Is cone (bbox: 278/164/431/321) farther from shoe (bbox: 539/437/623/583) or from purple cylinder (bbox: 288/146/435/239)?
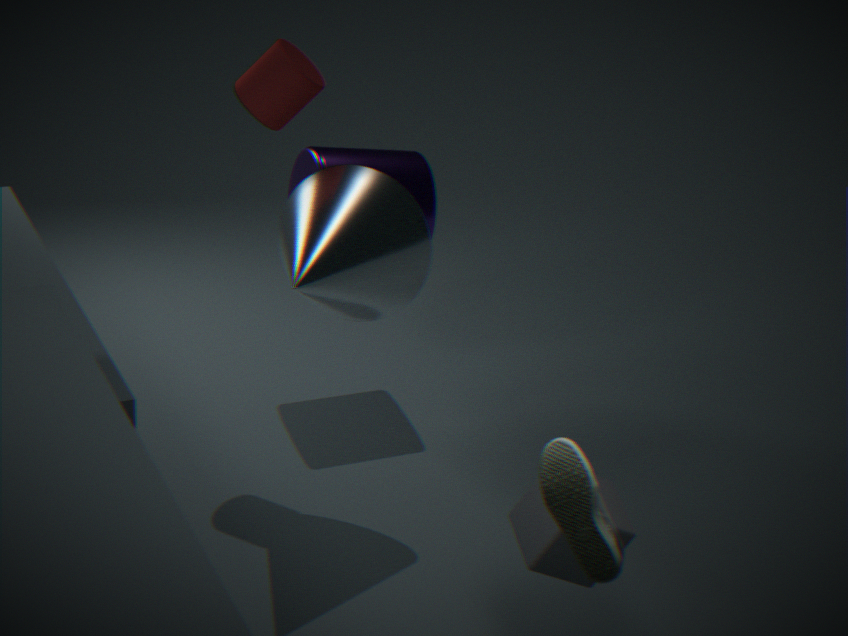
shoe (bbox: 539/437/623/583)
